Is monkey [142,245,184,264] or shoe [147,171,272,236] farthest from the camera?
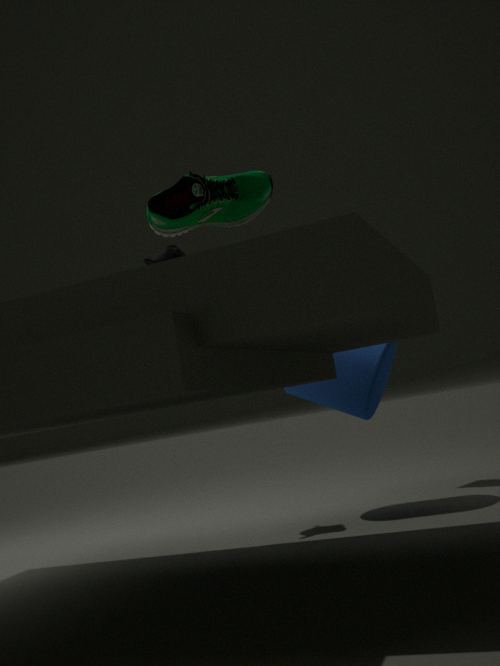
monkey [142,245,184,264]
